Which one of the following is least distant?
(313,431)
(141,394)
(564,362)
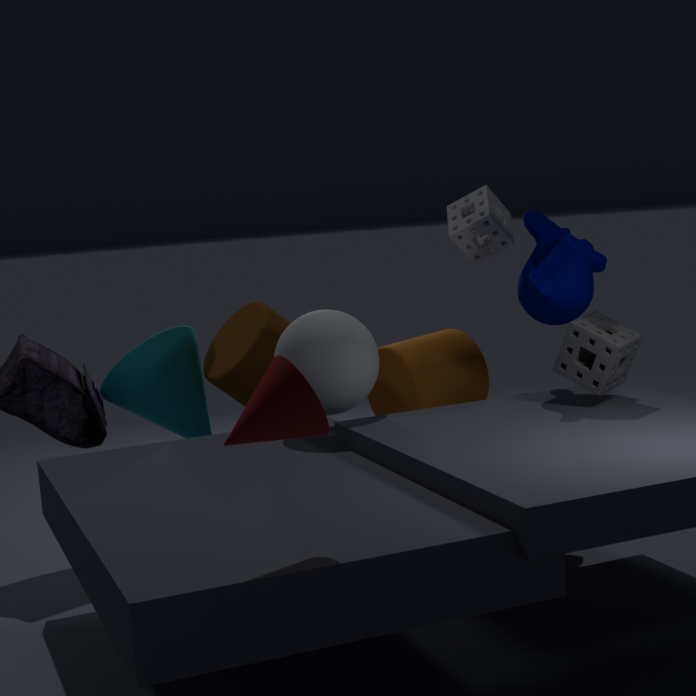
(313,431)
